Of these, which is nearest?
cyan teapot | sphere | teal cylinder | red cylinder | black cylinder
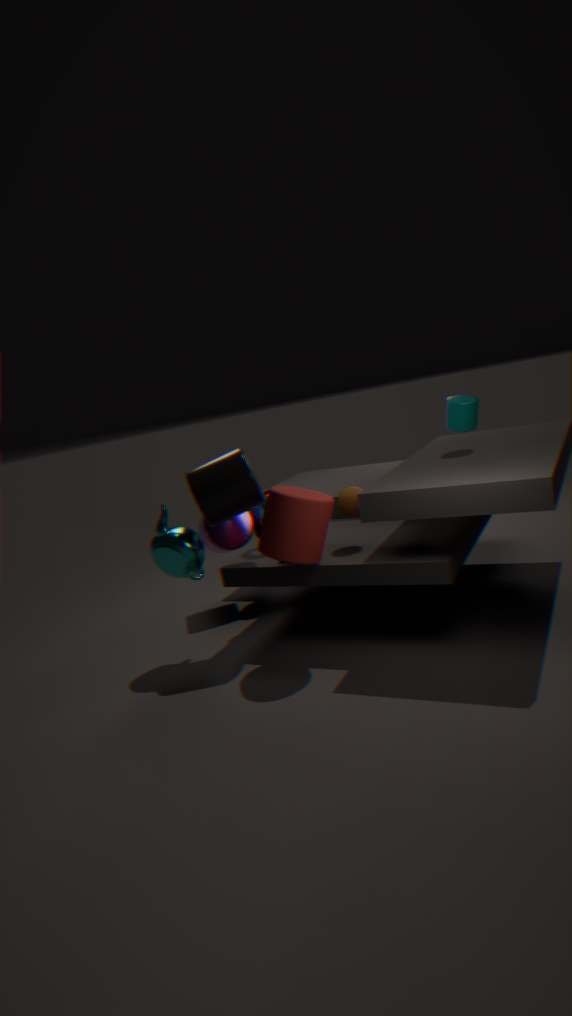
red cylinder
